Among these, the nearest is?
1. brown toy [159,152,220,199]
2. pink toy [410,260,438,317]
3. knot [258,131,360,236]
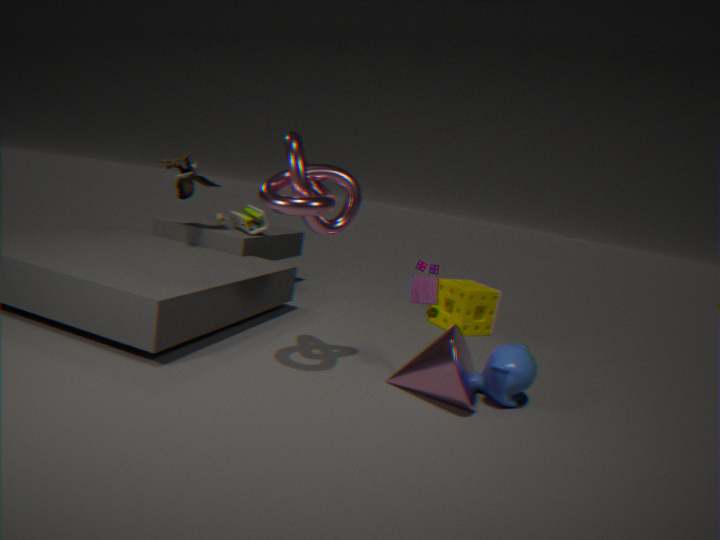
knot [258,131,360,236]
